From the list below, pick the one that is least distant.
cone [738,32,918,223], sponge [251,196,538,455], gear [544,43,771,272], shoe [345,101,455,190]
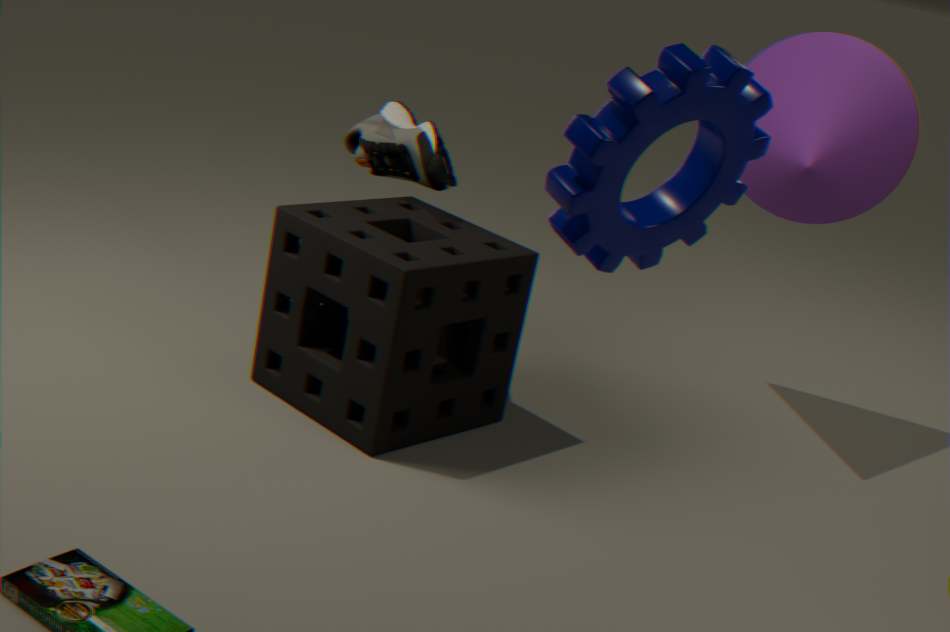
gear [544,43,771,272]
